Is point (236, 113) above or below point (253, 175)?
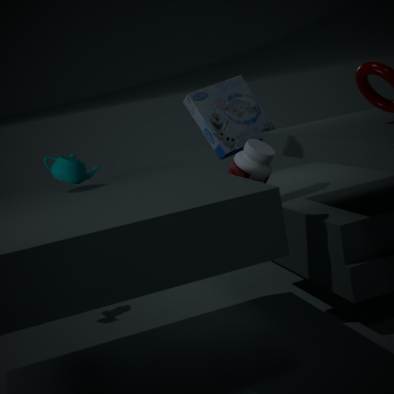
above
